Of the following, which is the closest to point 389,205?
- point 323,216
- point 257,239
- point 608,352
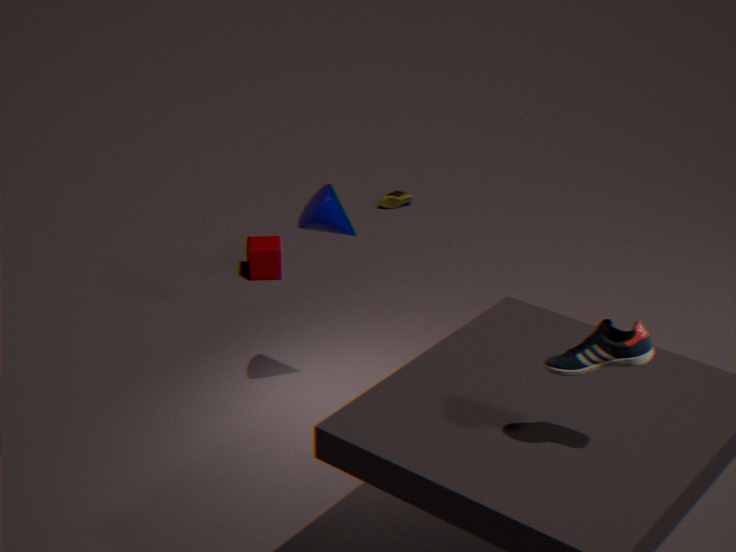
point 257,239
